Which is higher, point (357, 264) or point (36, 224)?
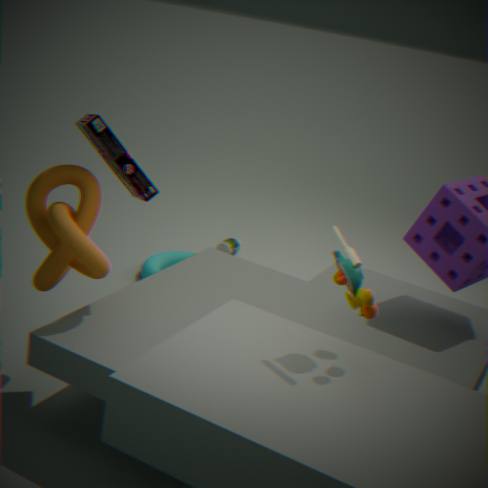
point (357, 264)
